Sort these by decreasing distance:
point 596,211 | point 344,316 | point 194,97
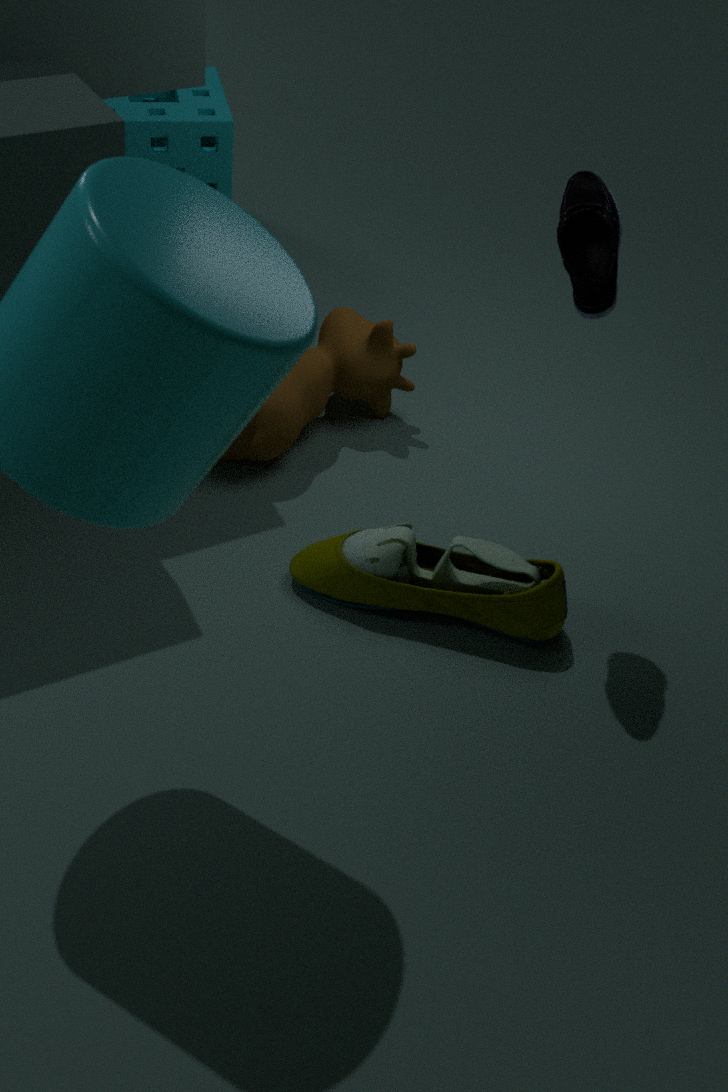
point 194,97 → point 344,316 → point 596,211
